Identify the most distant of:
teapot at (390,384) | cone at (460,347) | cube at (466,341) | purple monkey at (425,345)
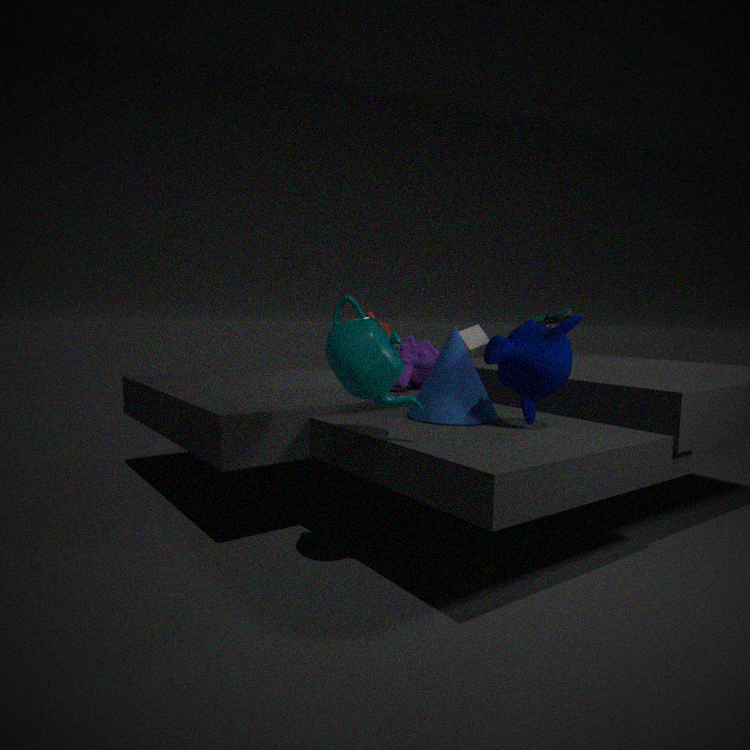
cube at (466,341)
